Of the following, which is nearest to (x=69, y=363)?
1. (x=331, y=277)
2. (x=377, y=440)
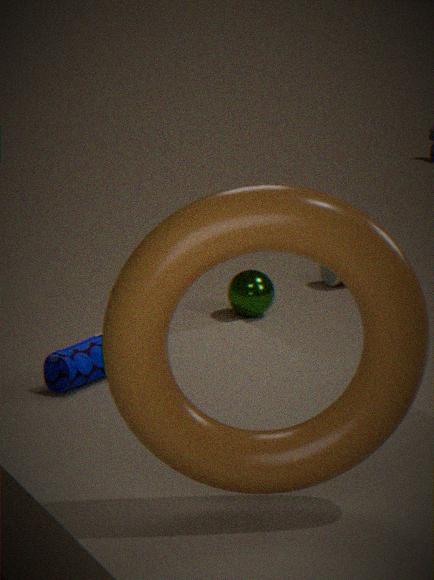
(x=377, y=440)
